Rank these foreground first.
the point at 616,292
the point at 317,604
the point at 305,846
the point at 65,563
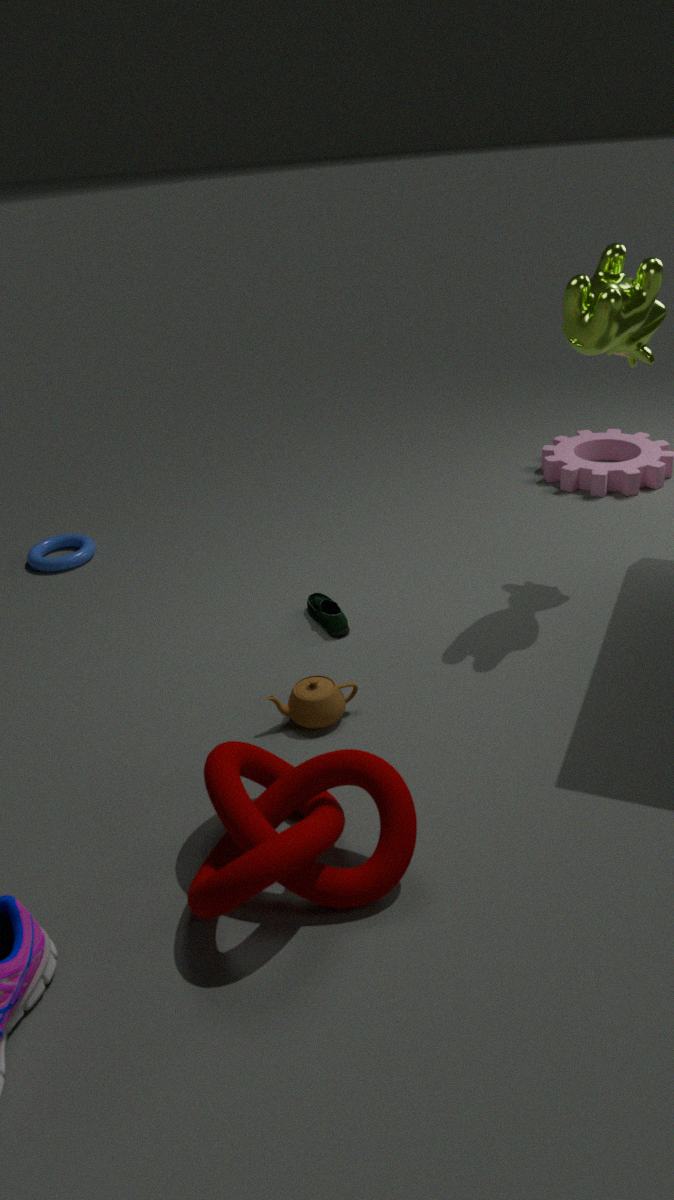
1. the point at 305,846
2. the point at 616,292
3. the point at 317,604
4. the point at 65,563
